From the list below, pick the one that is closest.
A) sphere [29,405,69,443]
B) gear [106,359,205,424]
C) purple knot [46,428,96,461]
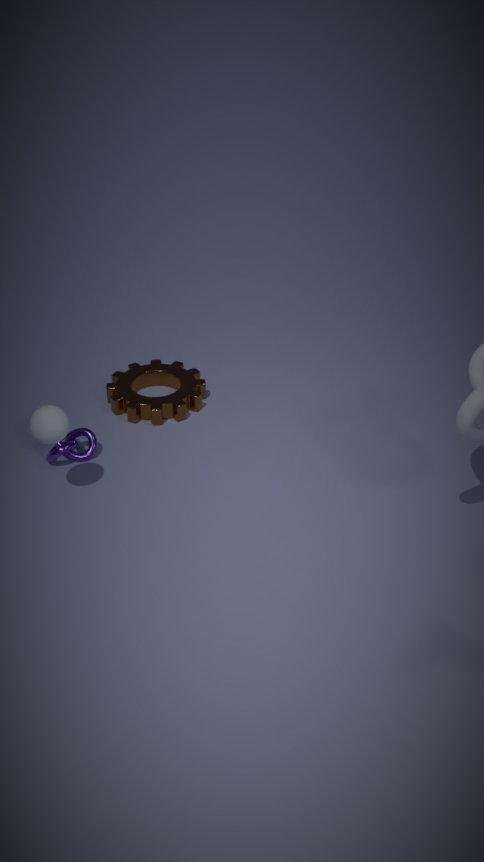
sphere [29,405,69,443]
